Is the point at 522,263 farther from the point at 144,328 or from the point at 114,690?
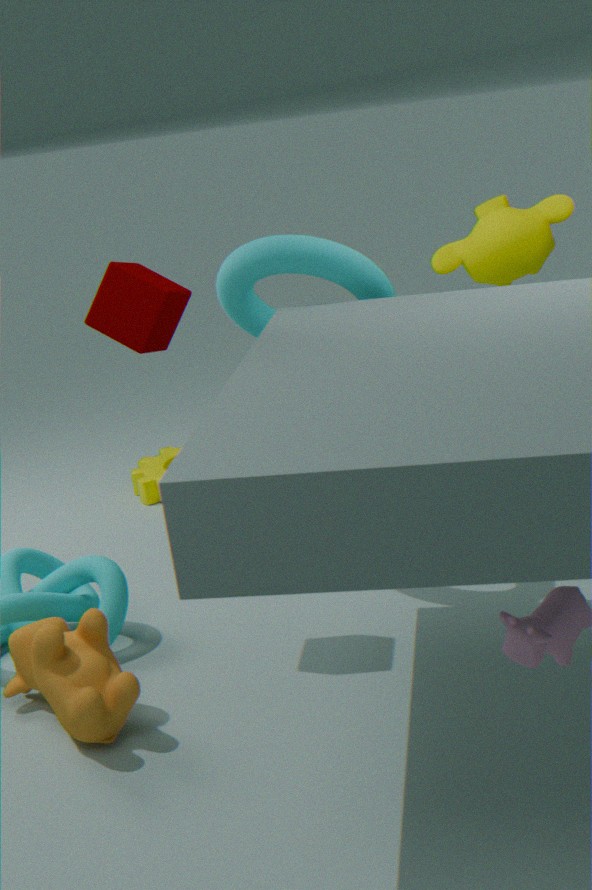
the point at 114,690
